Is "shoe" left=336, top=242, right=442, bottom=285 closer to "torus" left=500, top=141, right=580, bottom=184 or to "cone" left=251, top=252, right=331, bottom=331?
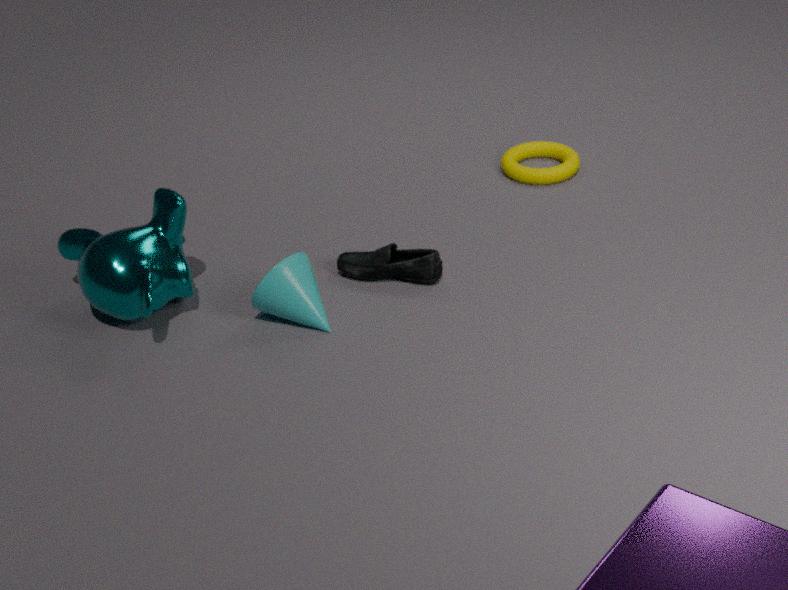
"cone" left=251, top=252, right=331, bottom=331
